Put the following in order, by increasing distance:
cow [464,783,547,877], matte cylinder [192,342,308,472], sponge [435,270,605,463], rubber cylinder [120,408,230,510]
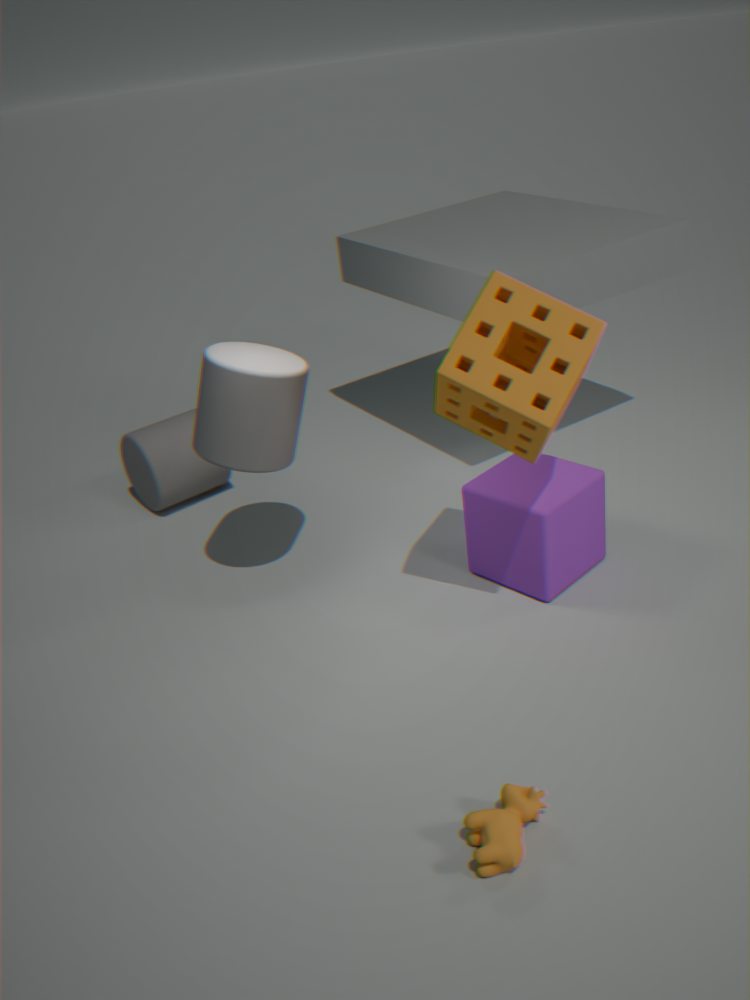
cow [464,783,547,877] → sponge [435,270,605,463] → matte cylinder [192,342,308,472] → rubber cylinder [120,408,230,510]
